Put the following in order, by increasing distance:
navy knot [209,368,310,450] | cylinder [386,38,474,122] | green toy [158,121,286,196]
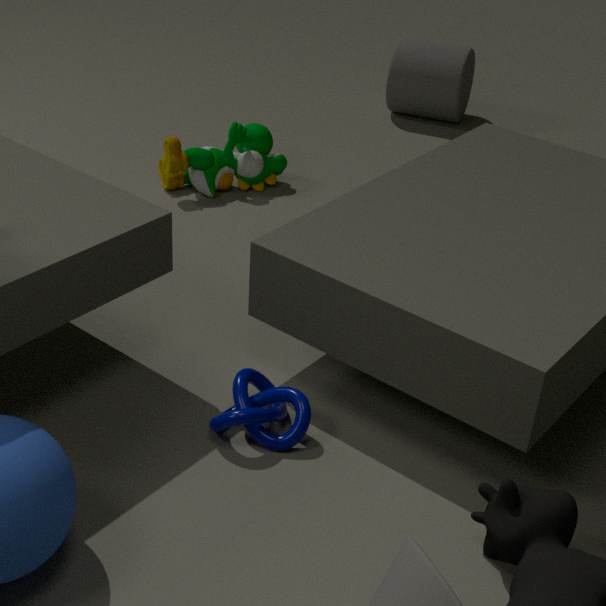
navy knot [209,368,310,450]
green toy [158,121,286,196]
cylinder [386,38,474,122]
